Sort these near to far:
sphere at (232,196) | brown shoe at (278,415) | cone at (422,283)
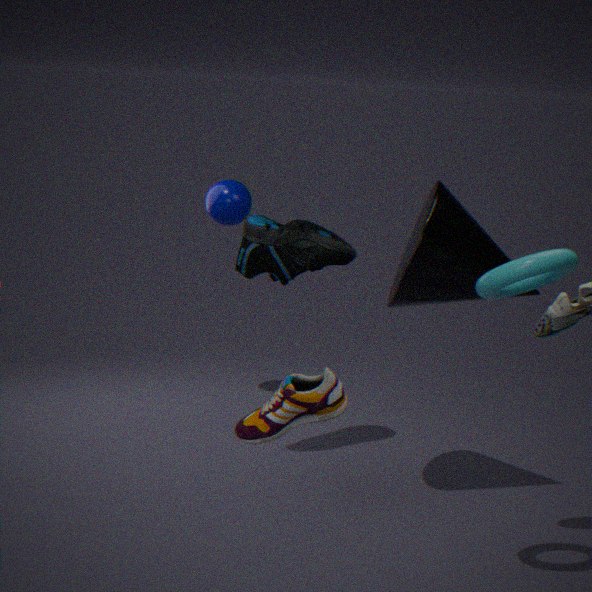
brown shoe at (278,415) → cone at (422,283) → sphere at (232,196)
